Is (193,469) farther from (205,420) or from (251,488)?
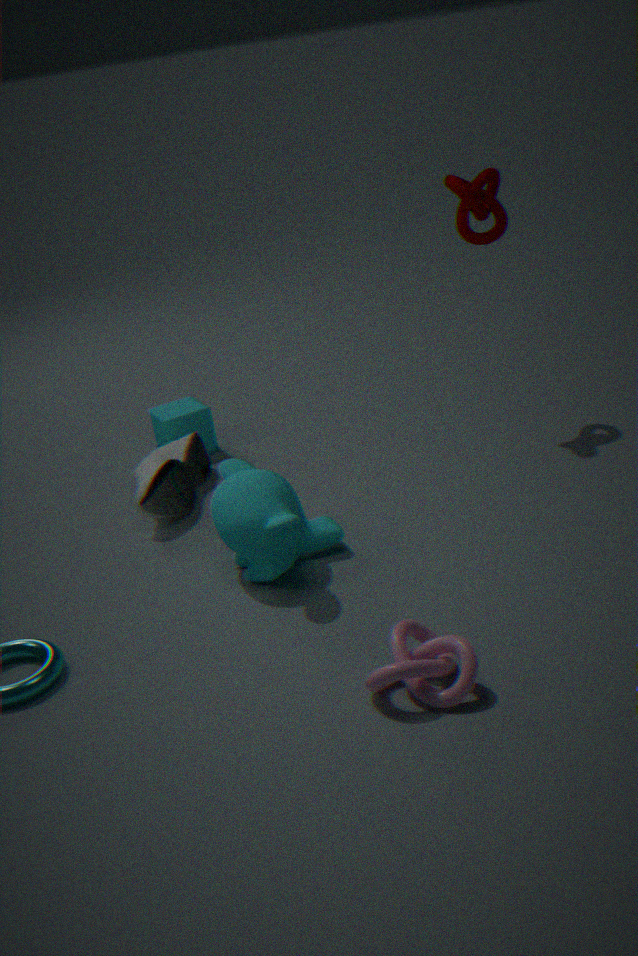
(251,488)
